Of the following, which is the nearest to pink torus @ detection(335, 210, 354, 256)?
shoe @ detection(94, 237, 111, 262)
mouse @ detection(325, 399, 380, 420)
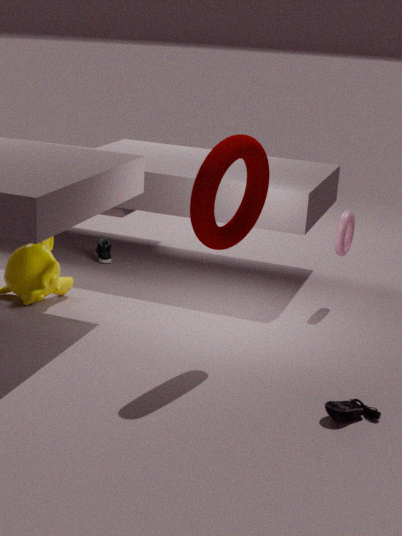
mouse @ detection(325, 399, 380, 420)
